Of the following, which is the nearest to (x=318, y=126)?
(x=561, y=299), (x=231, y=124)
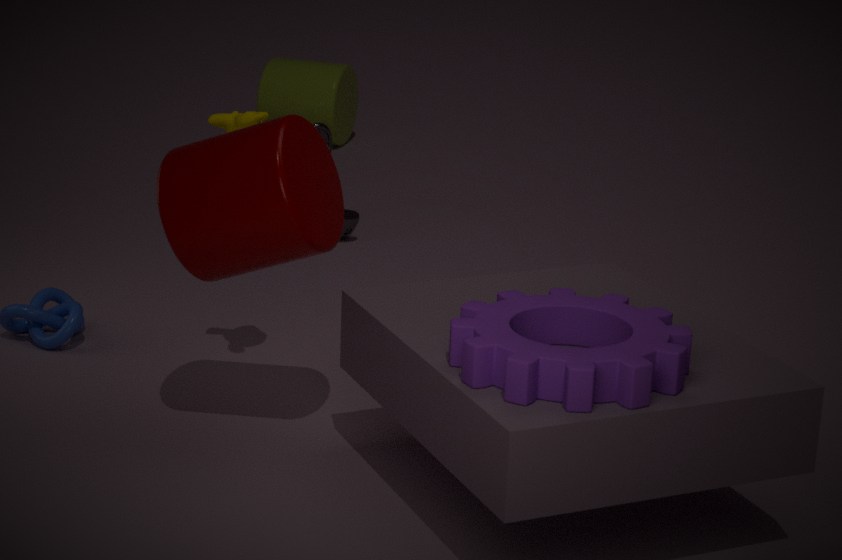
(x=231, y=124)
